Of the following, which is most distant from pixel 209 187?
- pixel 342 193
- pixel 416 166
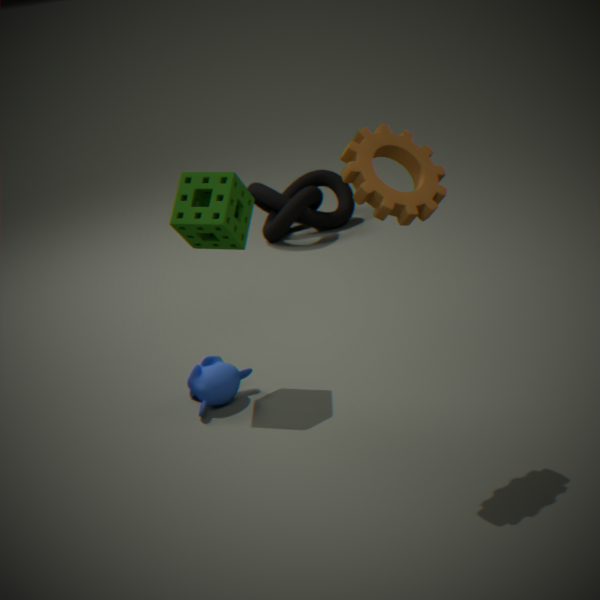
pixel 342 193
